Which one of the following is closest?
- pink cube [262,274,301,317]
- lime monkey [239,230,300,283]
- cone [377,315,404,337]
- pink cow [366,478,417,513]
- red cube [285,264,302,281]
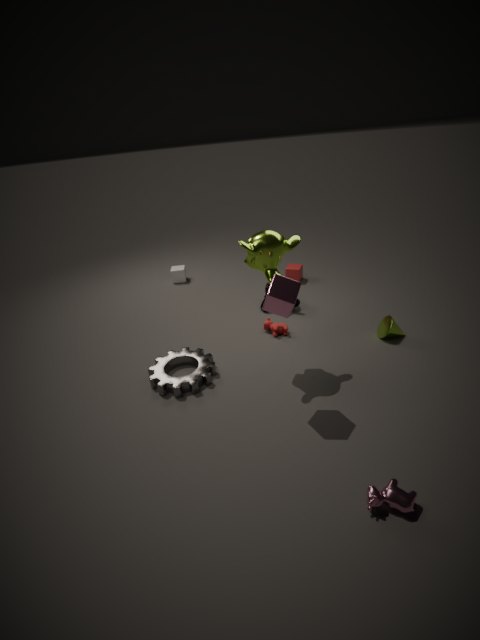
pink cow [366,478,417,513]
